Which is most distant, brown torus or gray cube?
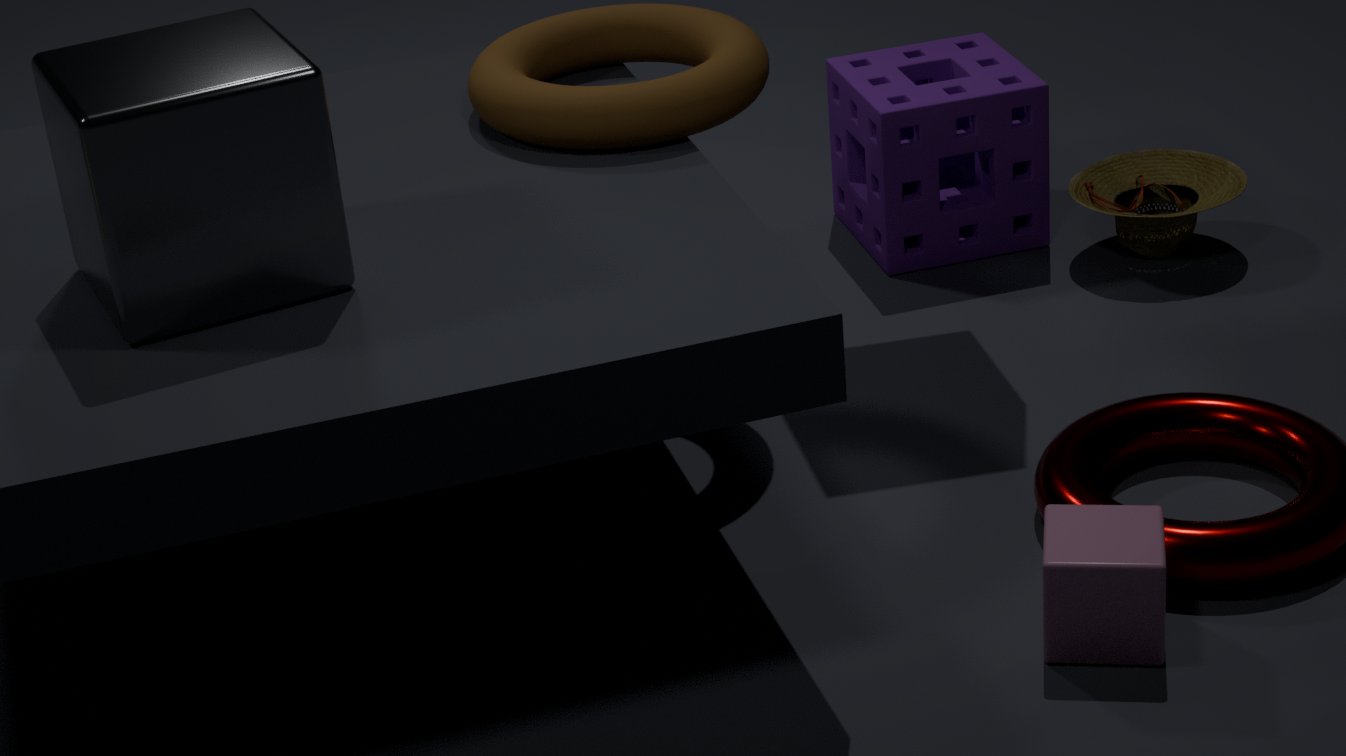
brown torus
